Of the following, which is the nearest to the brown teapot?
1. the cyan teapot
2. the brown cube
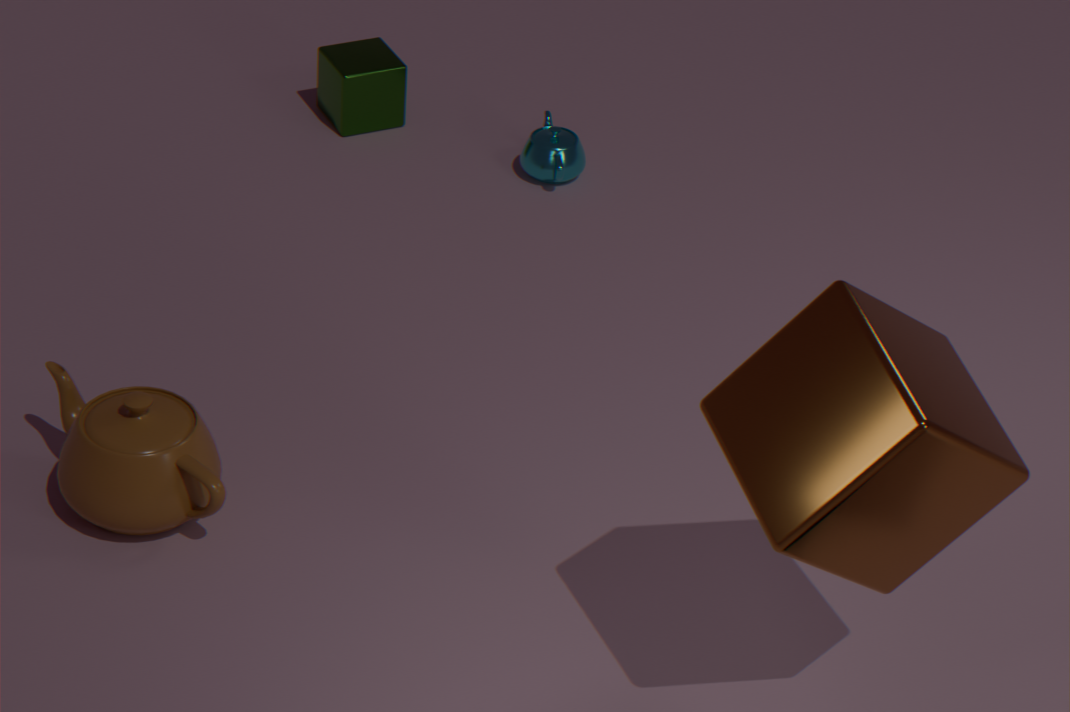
A: the brown cube
